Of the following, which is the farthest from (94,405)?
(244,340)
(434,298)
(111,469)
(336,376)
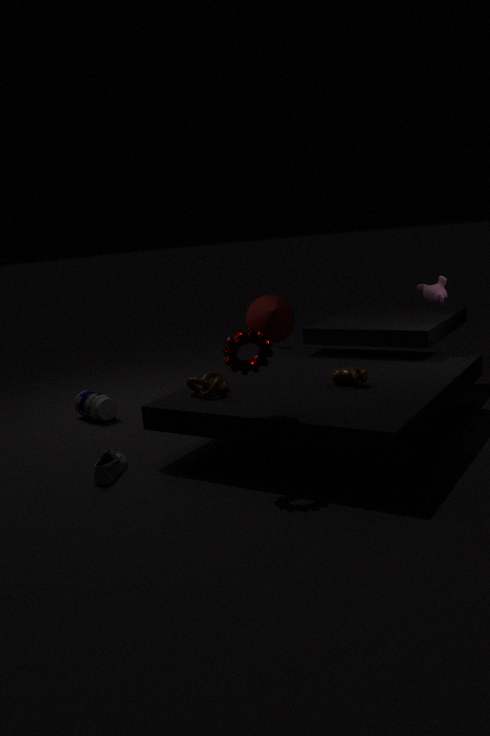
(434,298)
